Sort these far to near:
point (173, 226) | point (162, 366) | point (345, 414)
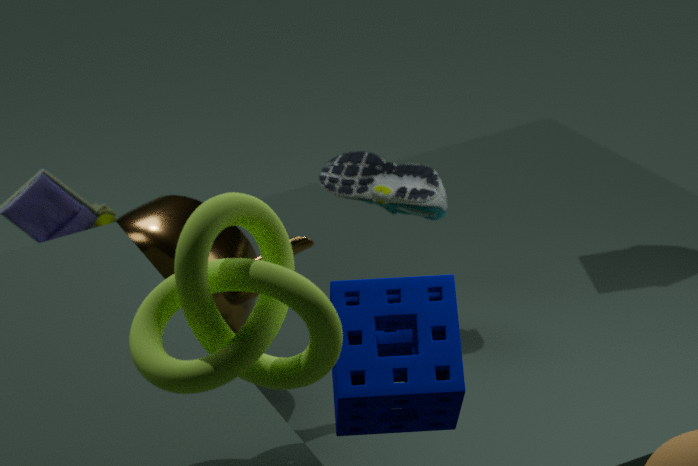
point (173, 226) < point (345, 414) < point (162, 366)
